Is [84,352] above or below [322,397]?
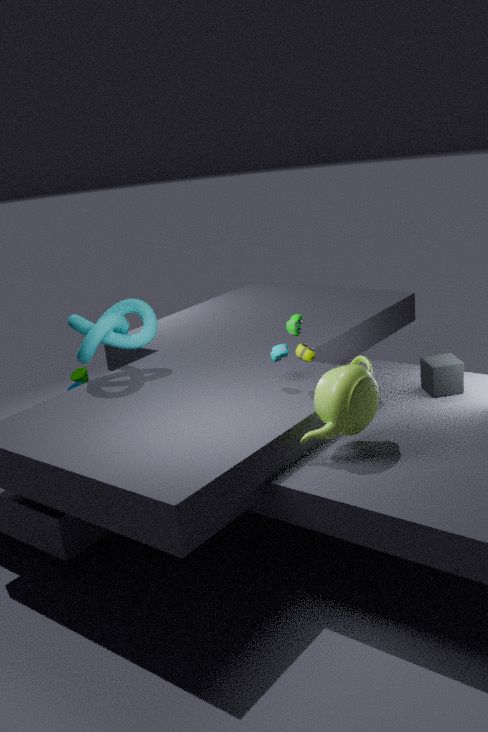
above
